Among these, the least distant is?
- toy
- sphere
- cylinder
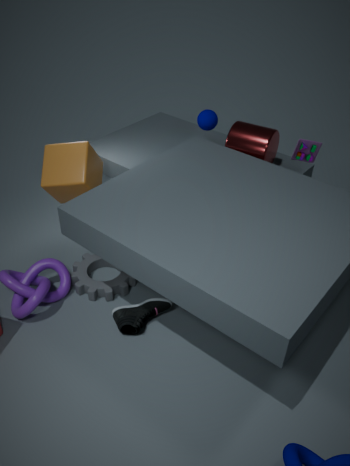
toy
